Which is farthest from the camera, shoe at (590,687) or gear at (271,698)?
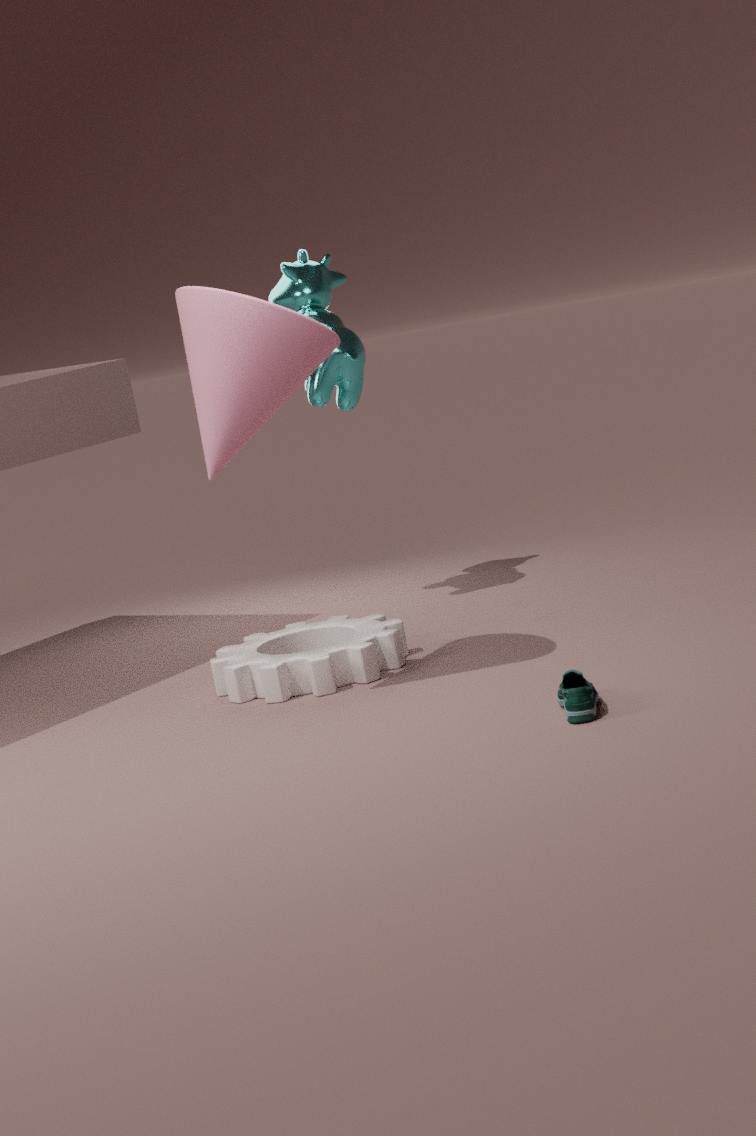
gear at (271,698)
